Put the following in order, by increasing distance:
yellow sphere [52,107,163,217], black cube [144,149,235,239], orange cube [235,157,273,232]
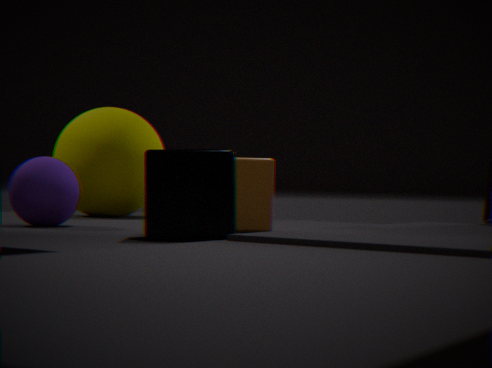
1. black cube [144,149,235,239]
2. orange cube [235,157,273,232]
3. yellow sphere [52,107,163,217]
